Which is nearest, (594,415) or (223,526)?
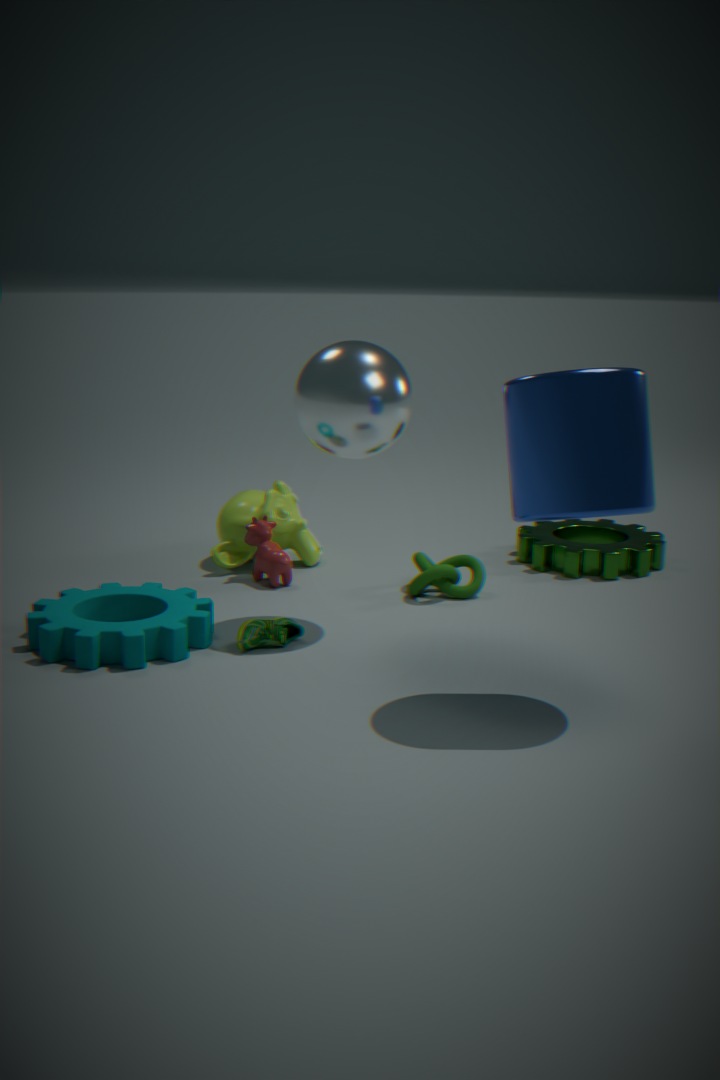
(594,415)
